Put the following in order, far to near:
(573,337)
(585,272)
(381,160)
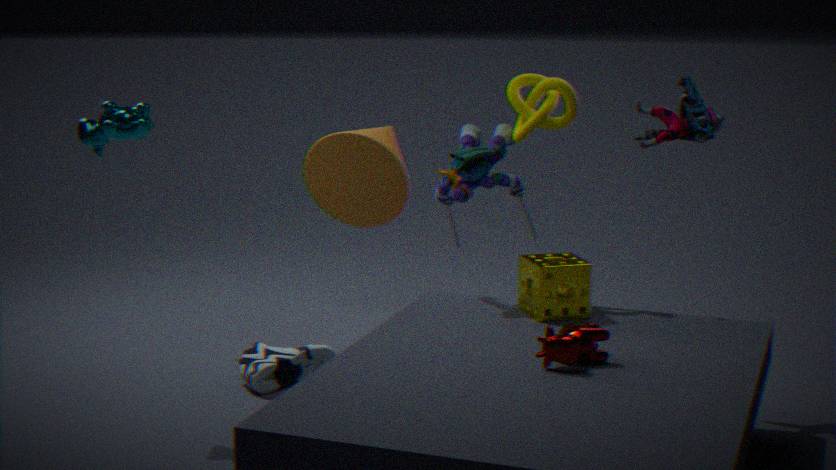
1. (381,160)
2. (585,272)
3. (573,337)
